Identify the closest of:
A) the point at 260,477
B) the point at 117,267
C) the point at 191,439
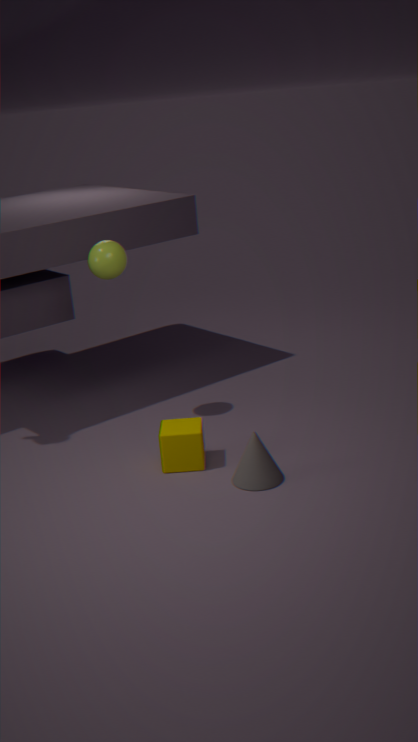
the point at 260,477
